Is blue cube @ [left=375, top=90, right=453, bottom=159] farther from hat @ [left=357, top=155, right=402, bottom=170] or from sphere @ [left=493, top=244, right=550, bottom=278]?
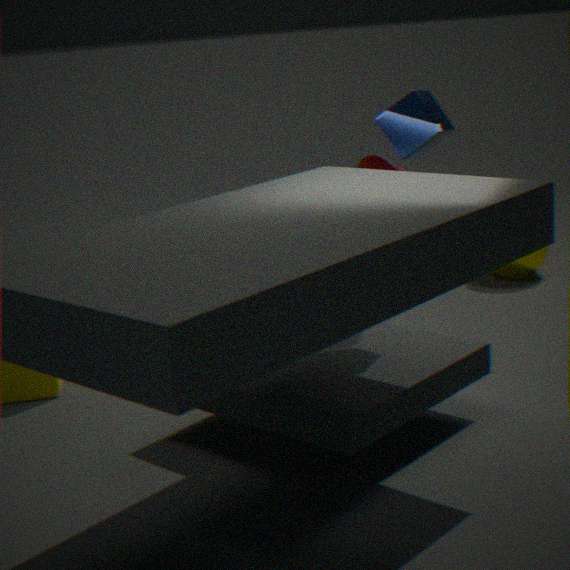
sphere @ [left=493, top=244, right=550, bottom=278]
